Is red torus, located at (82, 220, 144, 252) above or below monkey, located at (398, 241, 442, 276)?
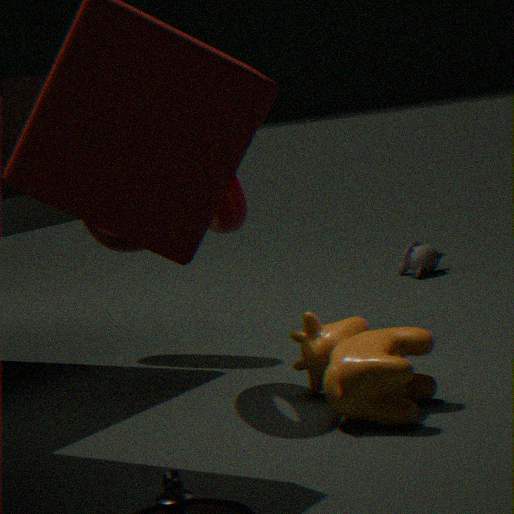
above
